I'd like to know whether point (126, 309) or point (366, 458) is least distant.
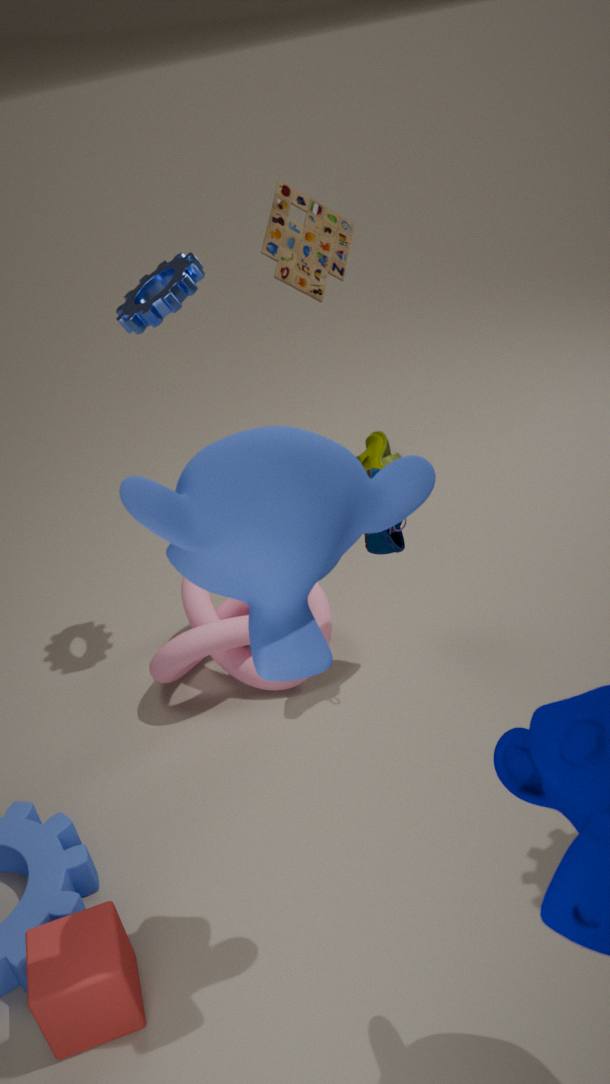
point (126, 309)
